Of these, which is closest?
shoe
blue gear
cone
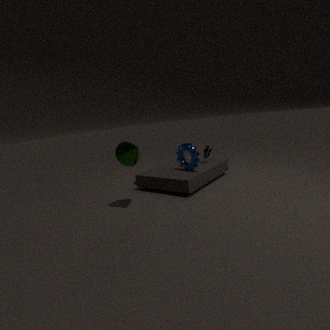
cone
